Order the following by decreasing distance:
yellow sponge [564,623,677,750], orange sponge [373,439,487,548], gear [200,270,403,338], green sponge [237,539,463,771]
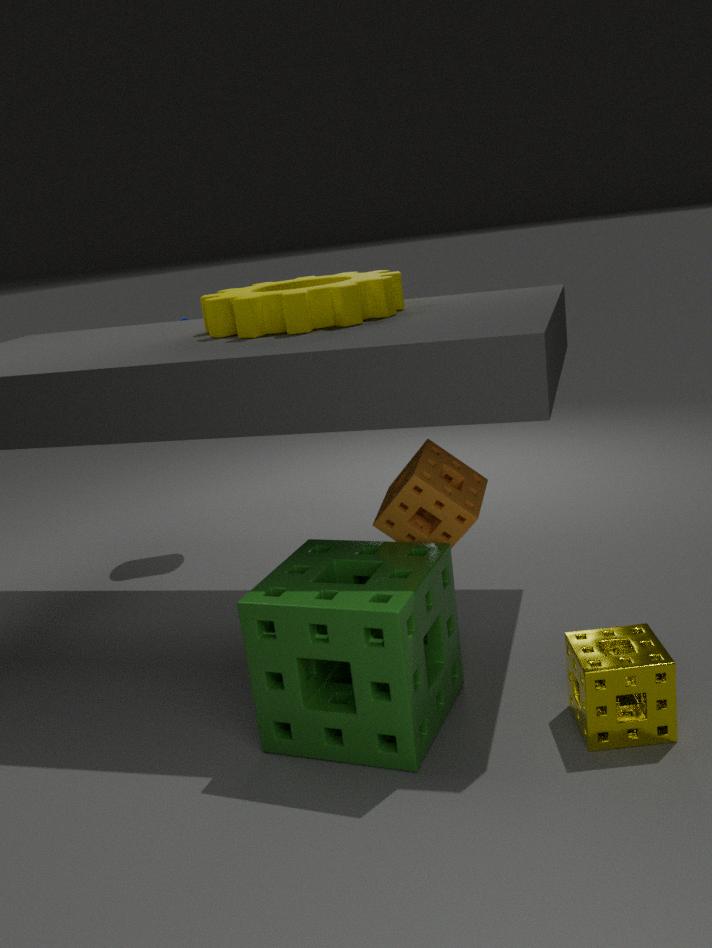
gear [200,270,403,338], orange sponge [373,439,487,548], green sponge [237,539,463,771], yellow sponge [564,623,677,750]
